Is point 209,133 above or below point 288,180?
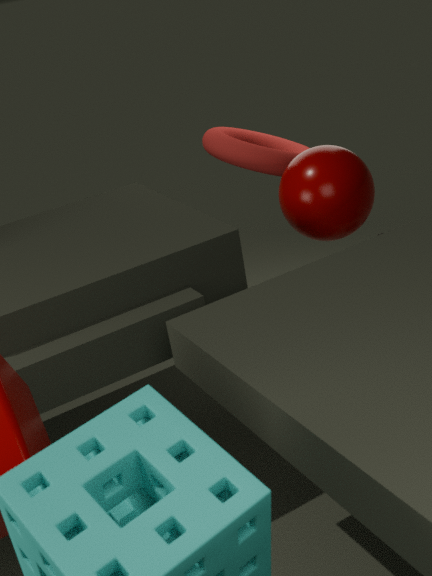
above
